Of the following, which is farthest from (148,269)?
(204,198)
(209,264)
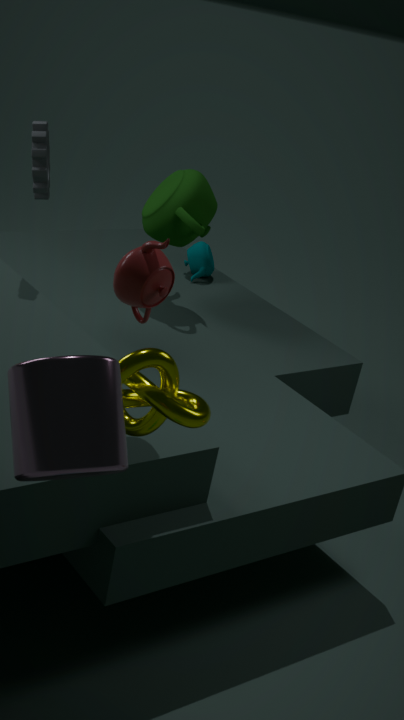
(209,264)
